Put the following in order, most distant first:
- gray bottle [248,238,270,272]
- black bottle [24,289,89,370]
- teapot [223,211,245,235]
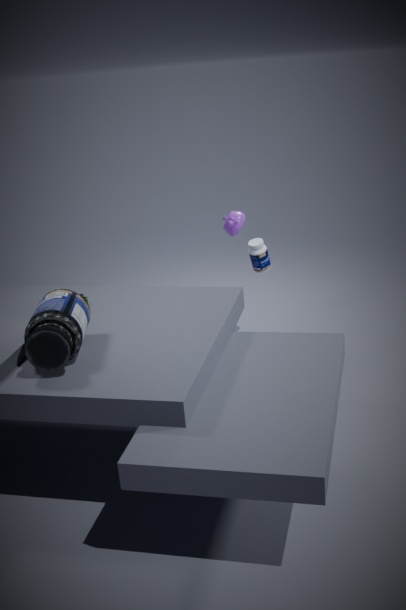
gray bottle [248,238,270,272]
teapot [223,211,245,235]
black bottle [24,289,89,370]
